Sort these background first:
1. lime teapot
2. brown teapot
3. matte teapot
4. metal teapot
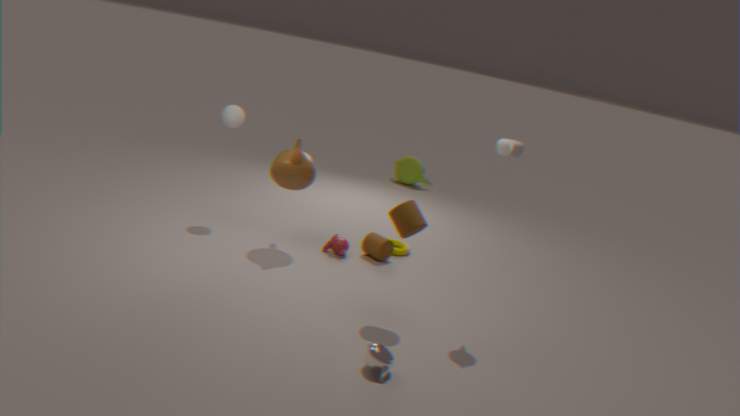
lime teapot → brown teapot → matte teapot → metal teapot
